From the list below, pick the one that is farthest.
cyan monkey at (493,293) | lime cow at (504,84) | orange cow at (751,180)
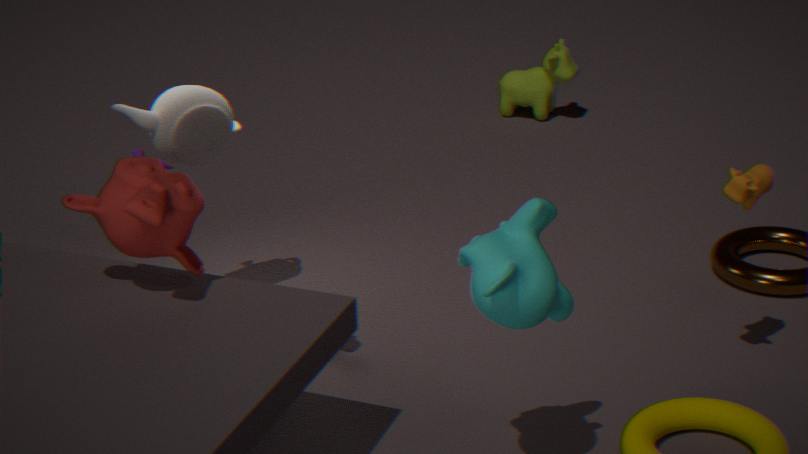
lime cow at (504,84)
